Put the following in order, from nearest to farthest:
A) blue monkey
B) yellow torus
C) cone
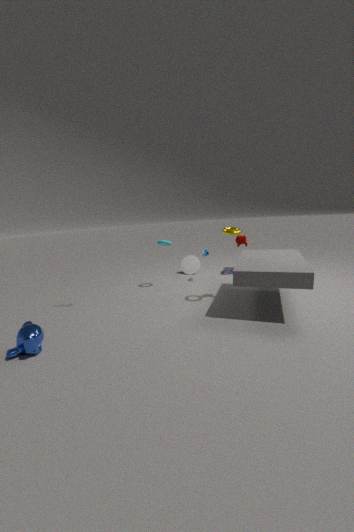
blue monkey
yellow torus
cone
